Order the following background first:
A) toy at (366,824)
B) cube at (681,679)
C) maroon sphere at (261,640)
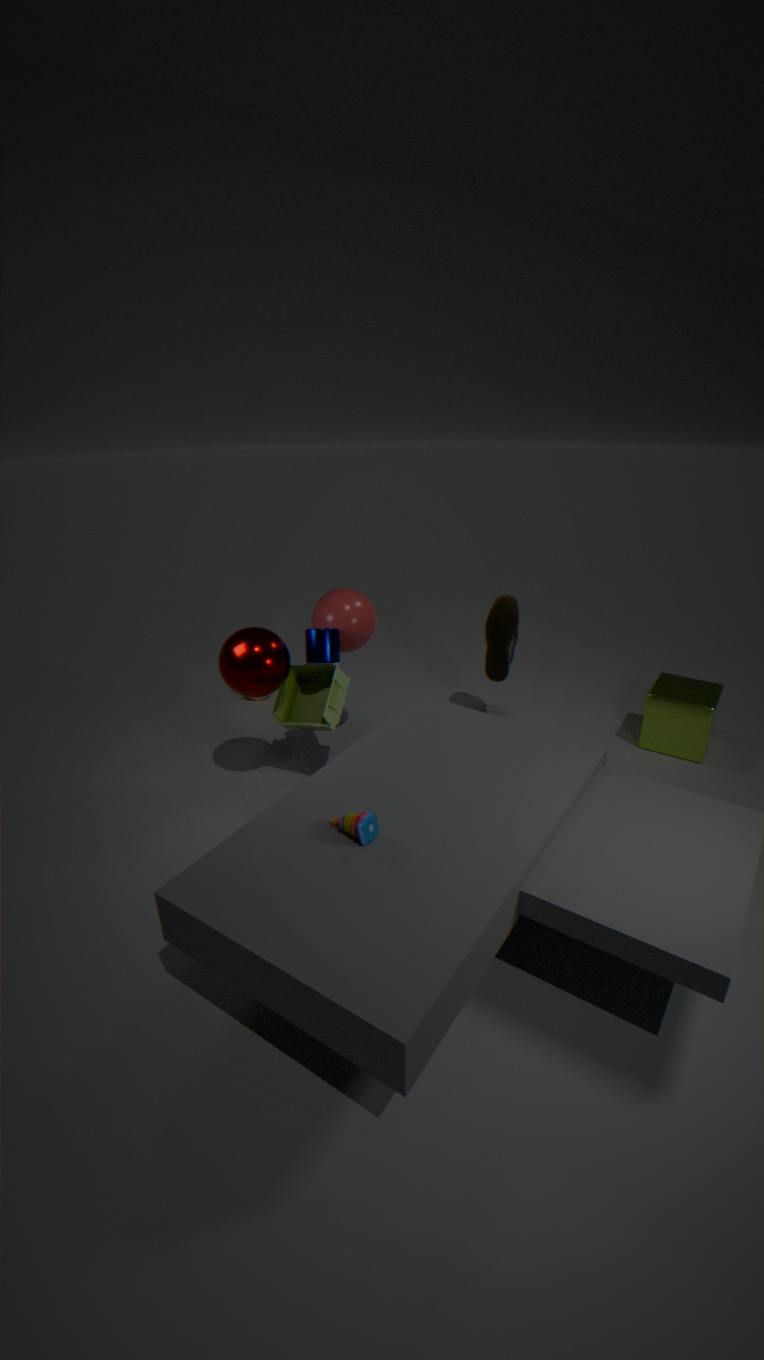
1. cube at (681,679)
2. maroon sphere at (261,640)
3. toy at (366,824)
